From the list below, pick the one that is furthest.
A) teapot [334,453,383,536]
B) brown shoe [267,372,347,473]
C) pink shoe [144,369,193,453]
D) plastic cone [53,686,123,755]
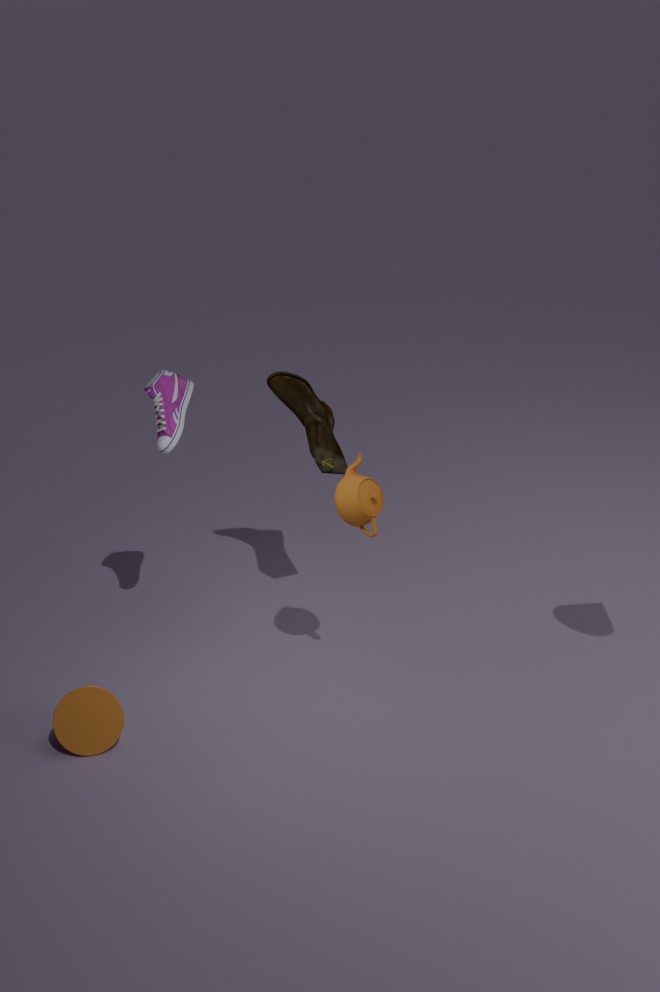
brown shoe [267,372,347,473]
